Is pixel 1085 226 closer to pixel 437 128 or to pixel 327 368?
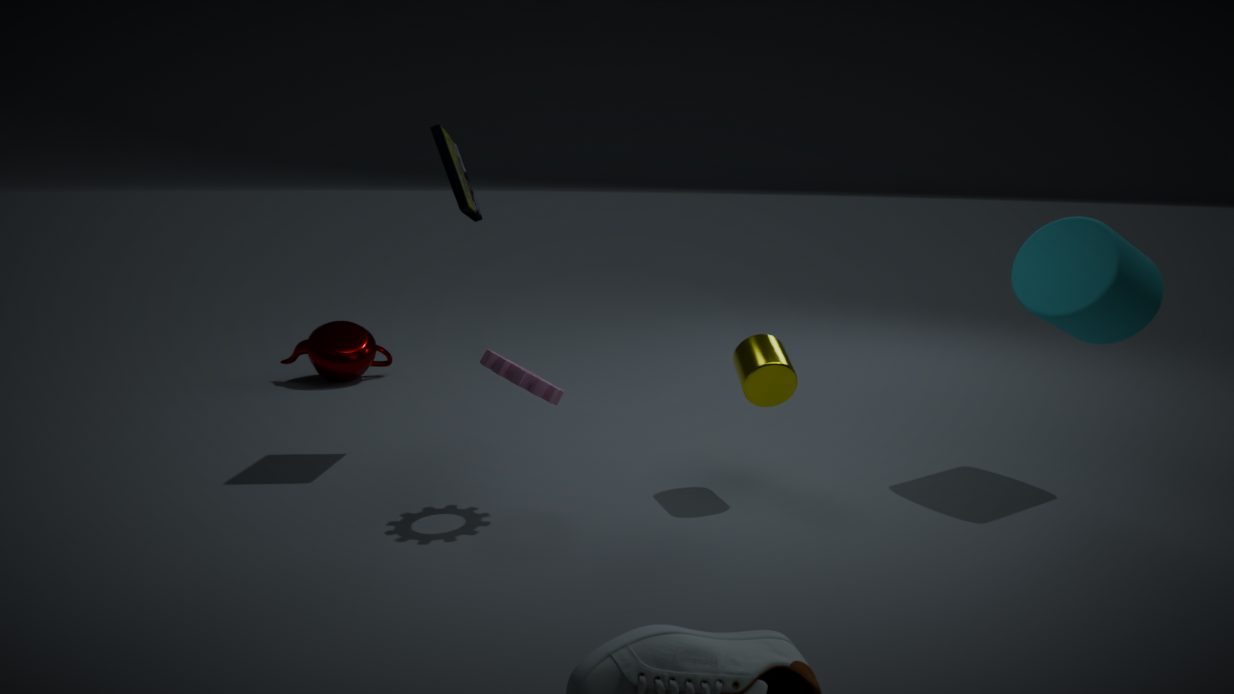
pixel 437 128
